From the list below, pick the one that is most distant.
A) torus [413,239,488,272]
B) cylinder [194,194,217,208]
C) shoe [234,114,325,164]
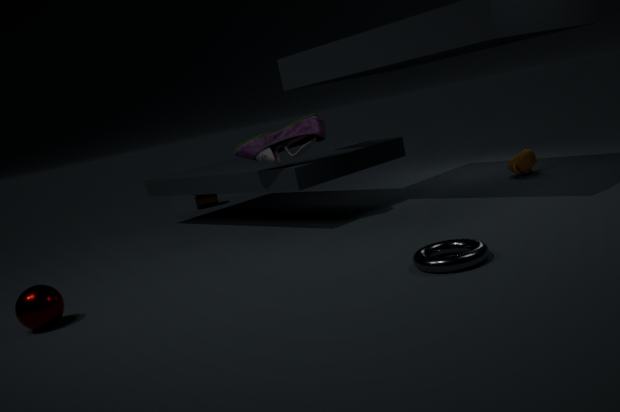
cylinder [194,194,217,208]
